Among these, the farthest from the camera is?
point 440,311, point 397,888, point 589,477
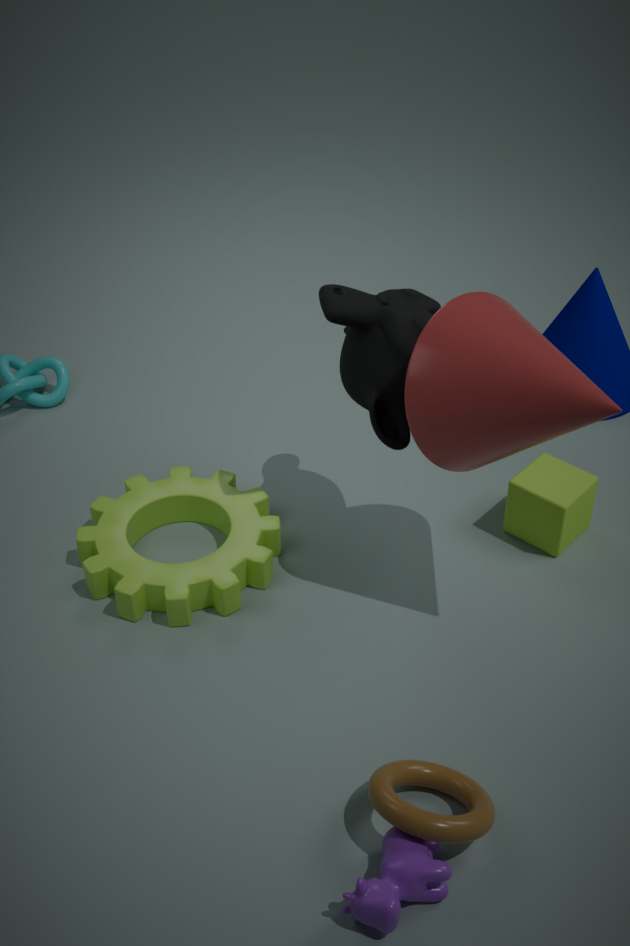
point 589,477
